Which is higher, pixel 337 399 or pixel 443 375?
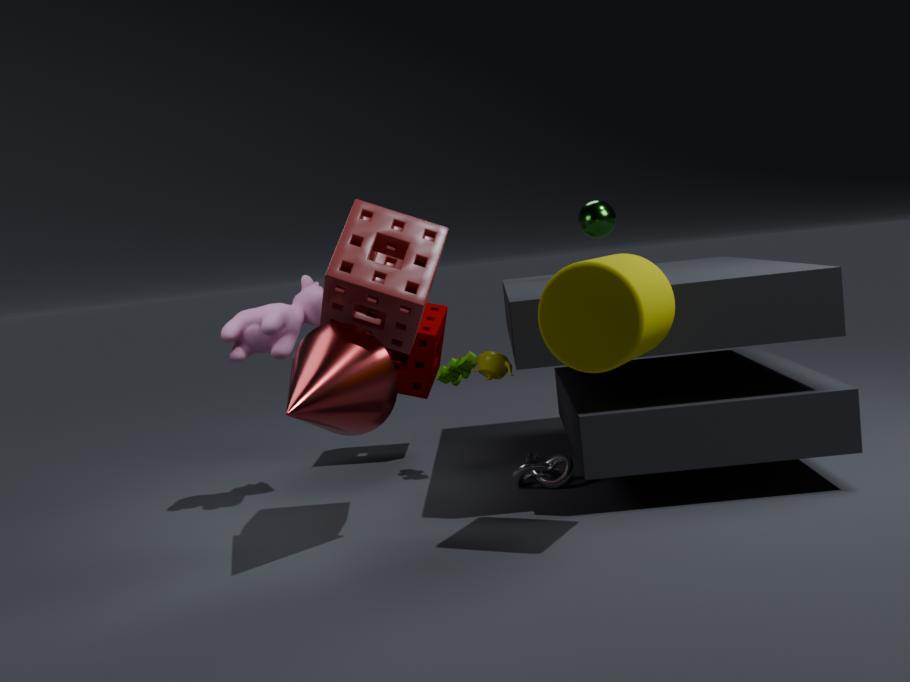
pixel 337 399
